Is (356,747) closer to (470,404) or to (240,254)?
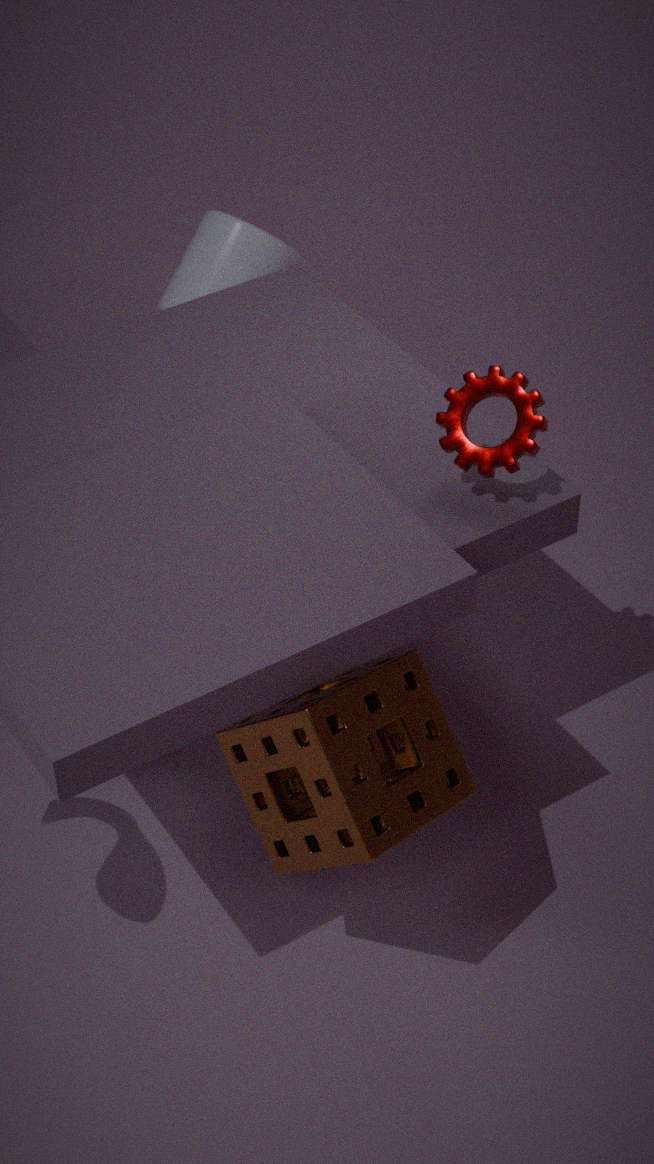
(470,404)
